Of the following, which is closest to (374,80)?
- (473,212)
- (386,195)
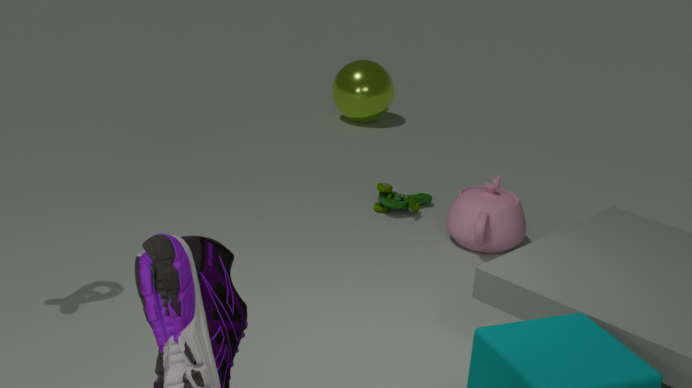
(386,195)
